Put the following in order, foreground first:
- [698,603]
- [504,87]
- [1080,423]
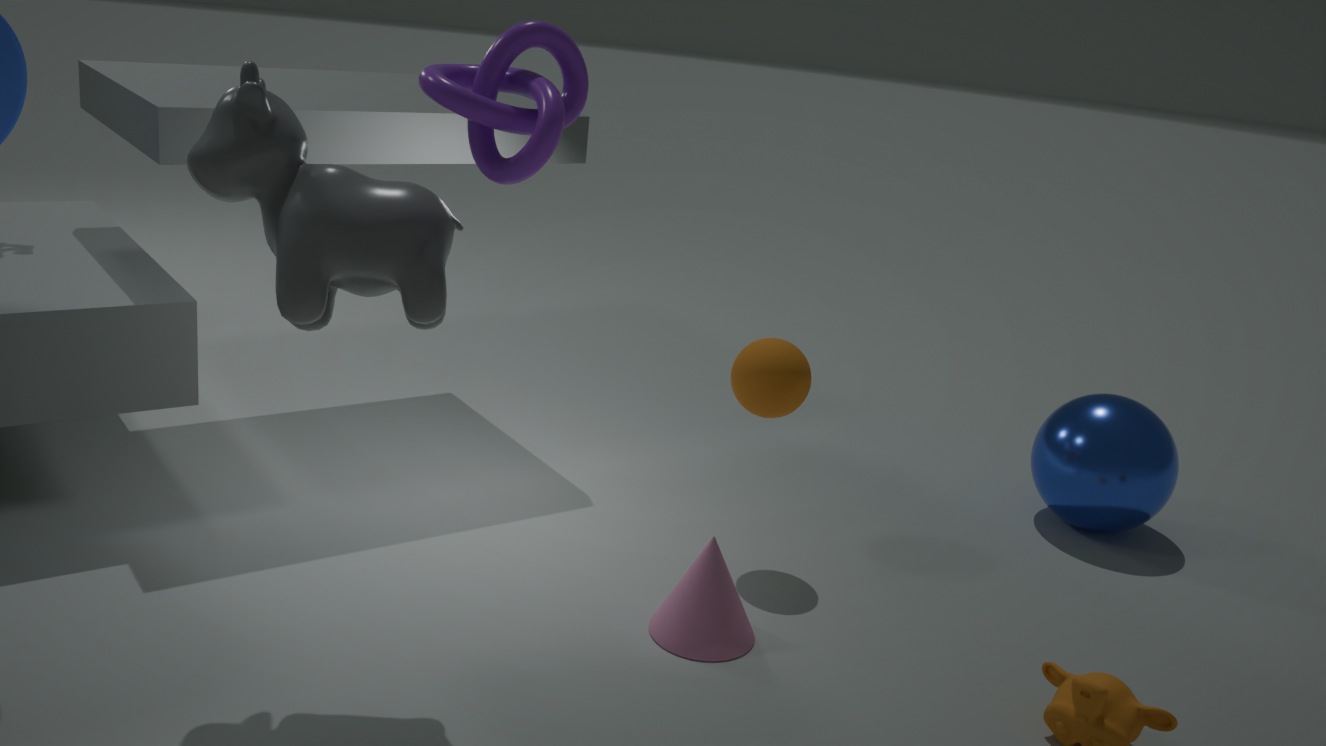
[504,87]
[698,603]
[1080,423]
